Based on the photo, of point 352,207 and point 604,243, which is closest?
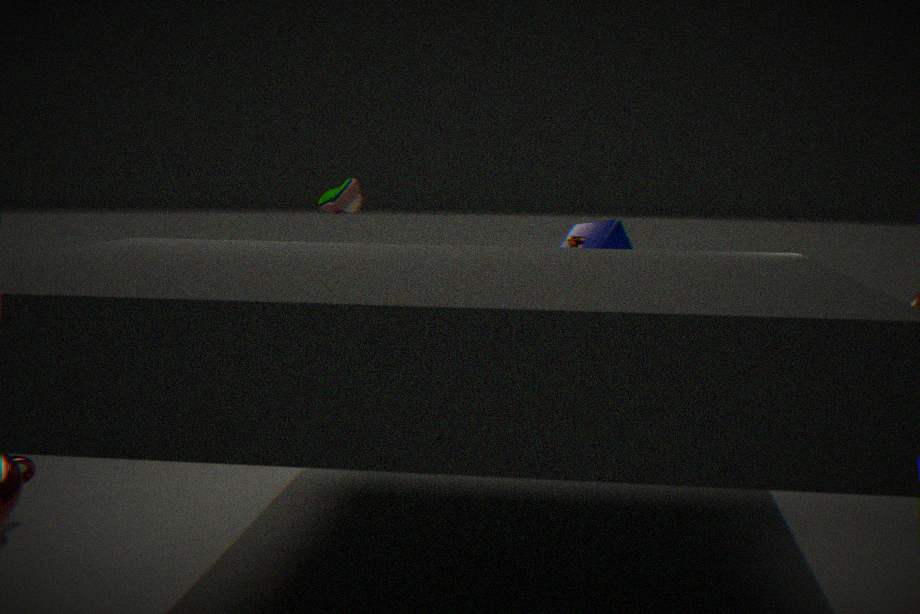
point 352,207
